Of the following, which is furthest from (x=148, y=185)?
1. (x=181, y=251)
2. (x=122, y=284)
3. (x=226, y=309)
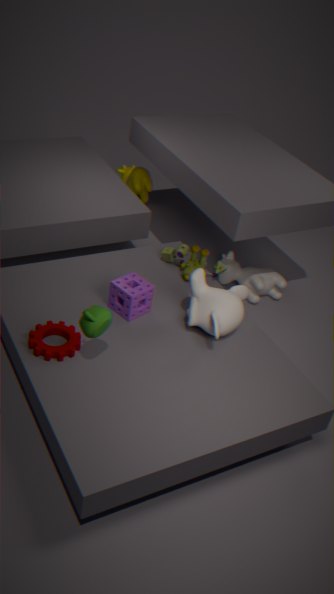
(x=226, y=309)
